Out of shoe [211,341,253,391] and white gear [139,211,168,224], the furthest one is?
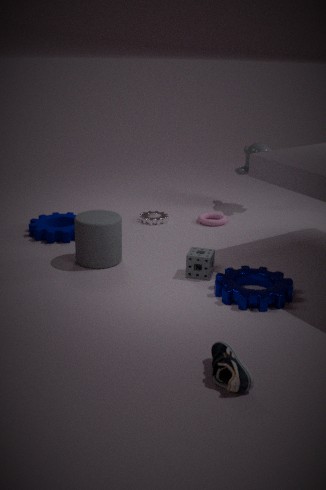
white gear [139,211,168,224]
